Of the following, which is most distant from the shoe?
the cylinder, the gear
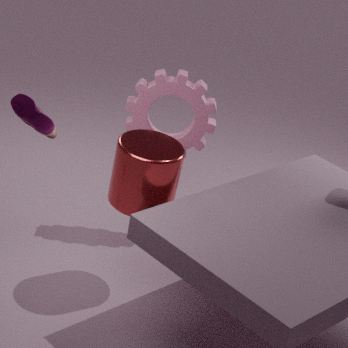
the gear
